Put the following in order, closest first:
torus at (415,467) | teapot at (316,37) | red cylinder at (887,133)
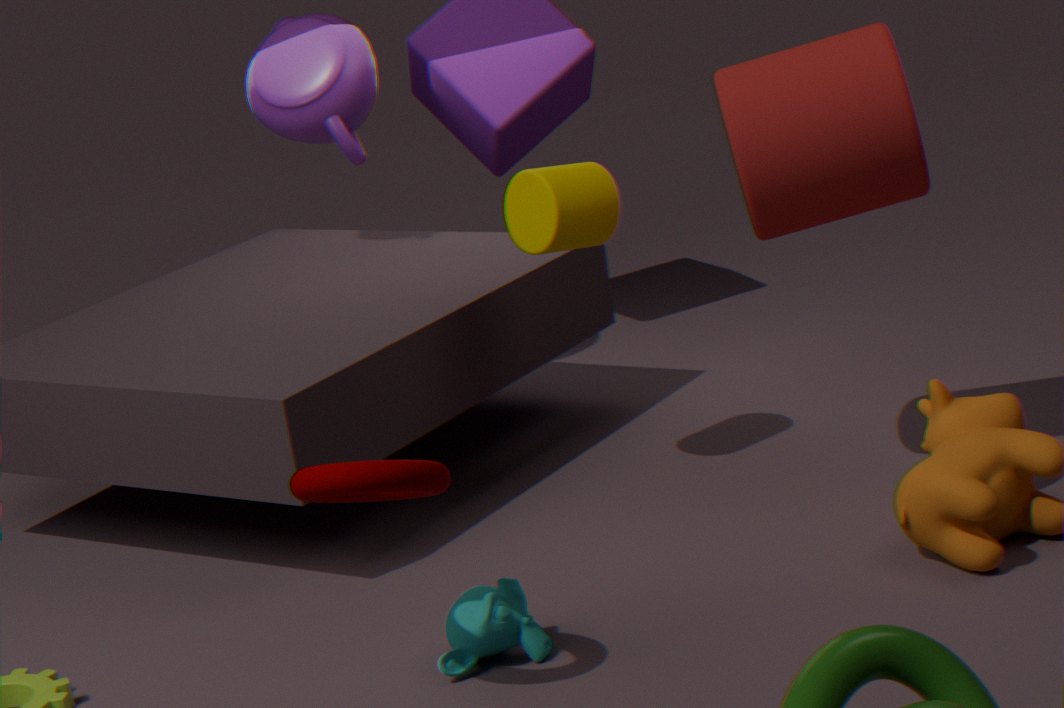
1. torus at (415,467)
2. red cylinder at (887,133)
3. teapot at (316,37)
